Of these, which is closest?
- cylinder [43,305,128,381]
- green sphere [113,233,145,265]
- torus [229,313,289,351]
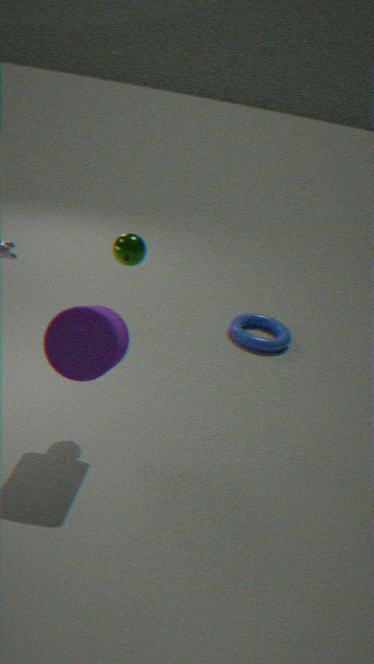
cylinder [43,305,128,381]
